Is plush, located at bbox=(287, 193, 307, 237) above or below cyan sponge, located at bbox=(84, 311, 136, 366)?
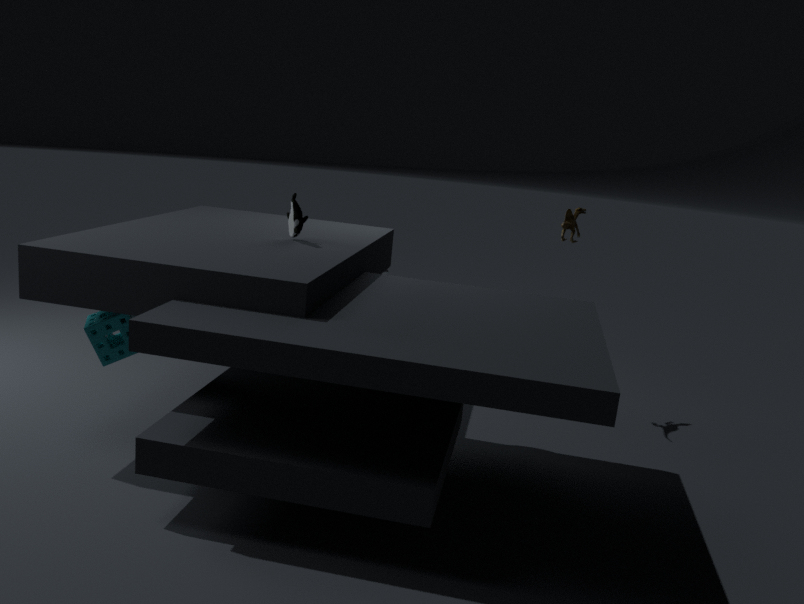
above
